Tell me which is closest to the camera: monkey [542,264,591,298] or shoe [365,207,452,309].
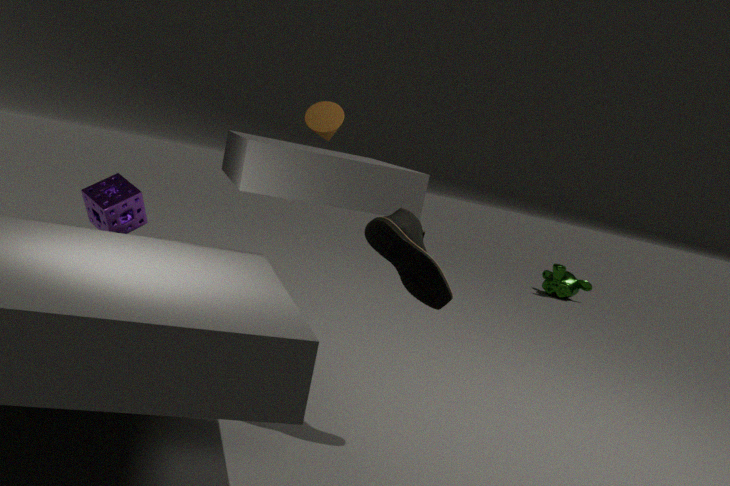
shoe [365,207,452,309]
